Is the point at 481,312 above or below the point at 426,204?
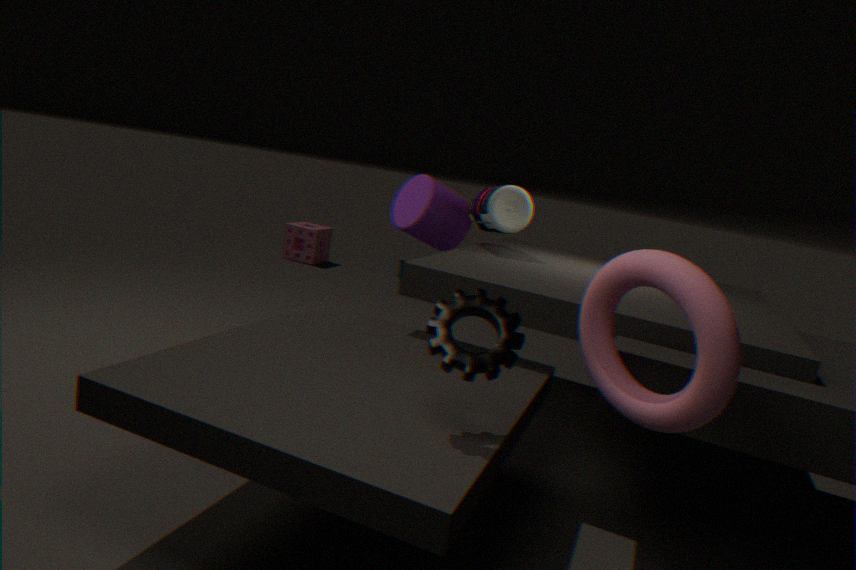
below
